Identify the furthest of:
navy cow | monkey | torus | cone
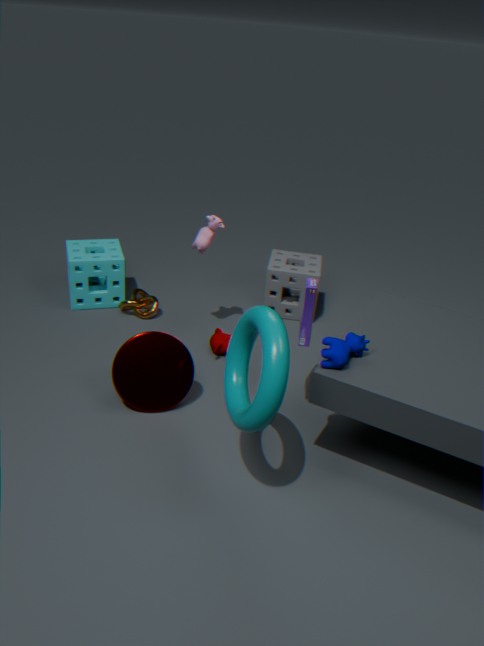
monkey
